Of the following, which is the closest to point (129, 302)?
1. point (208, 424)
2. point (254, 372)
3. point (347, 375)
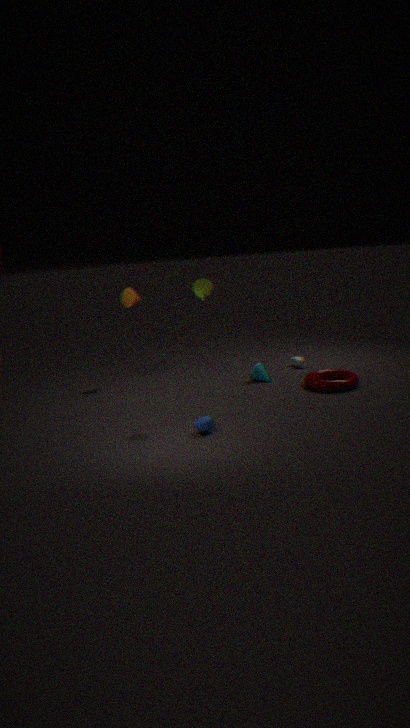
point (254, 372)
